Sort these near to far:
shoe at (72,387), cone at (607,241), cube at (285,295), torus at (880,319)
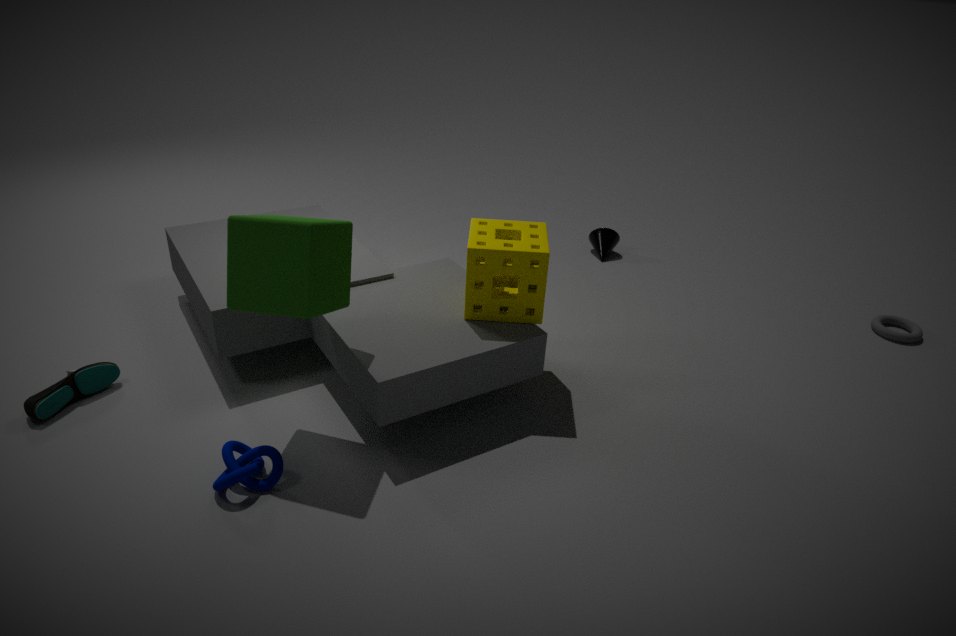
cube at (285,295) → shoe at (72,387) → torus at (880,319) → cone at (607,241)
